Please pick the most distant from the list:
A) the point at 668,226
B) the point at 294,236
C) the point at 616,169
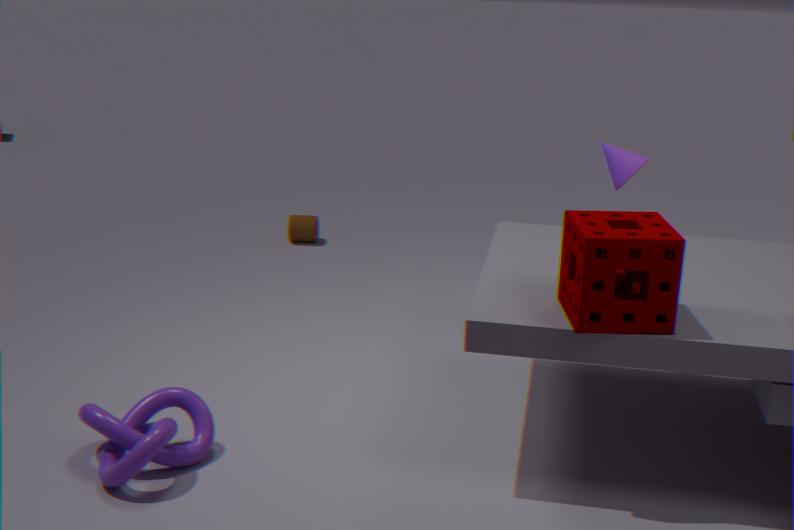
the point at 294,236
